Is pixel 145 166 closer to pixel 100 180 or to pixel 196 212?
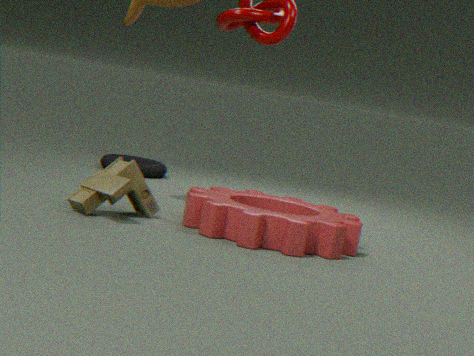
pixel 100 180
